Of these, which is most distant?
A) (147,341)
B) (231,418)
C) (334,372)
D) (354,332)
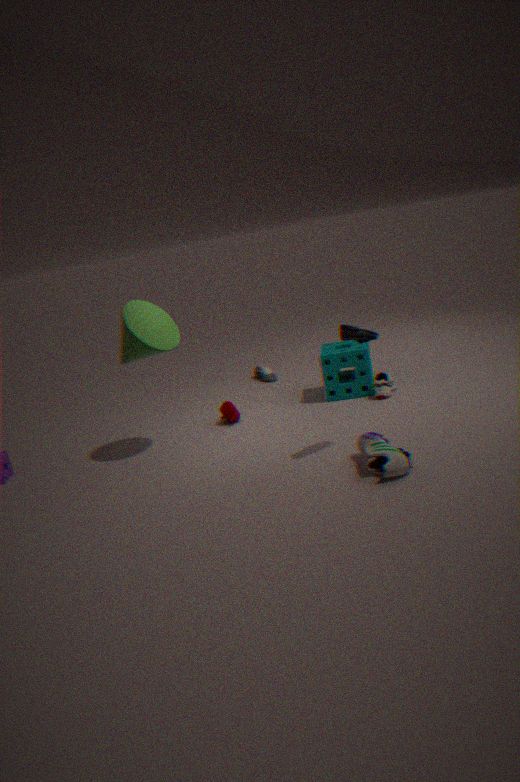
(334,372)
